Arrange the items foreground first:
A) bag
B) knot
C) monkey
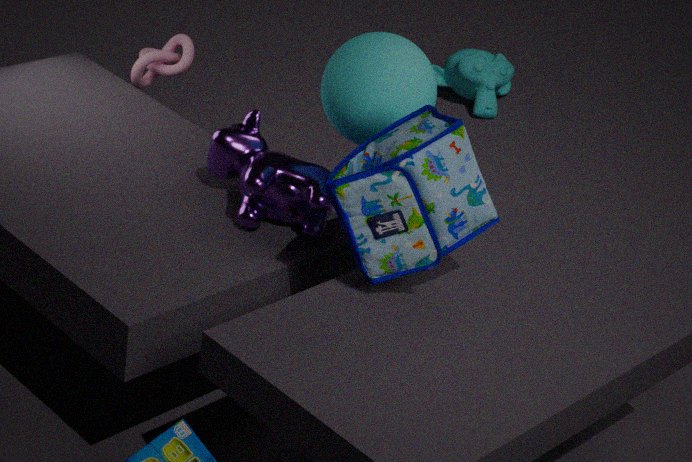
bag → knot → monkey
